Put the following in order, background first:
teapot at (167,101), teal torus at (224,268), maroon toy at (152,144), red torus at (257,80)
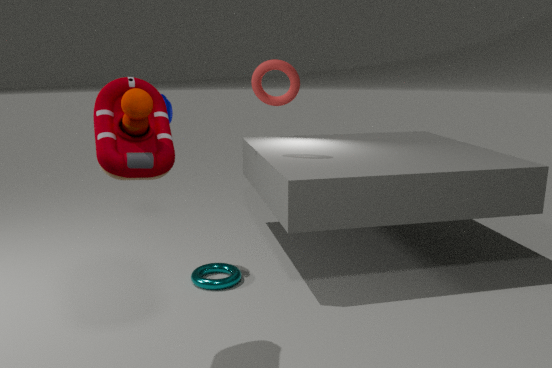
red torus at (257,80)
teapot at (167,101)
teal torus at (224,268)
maroon toy at (152,144)
